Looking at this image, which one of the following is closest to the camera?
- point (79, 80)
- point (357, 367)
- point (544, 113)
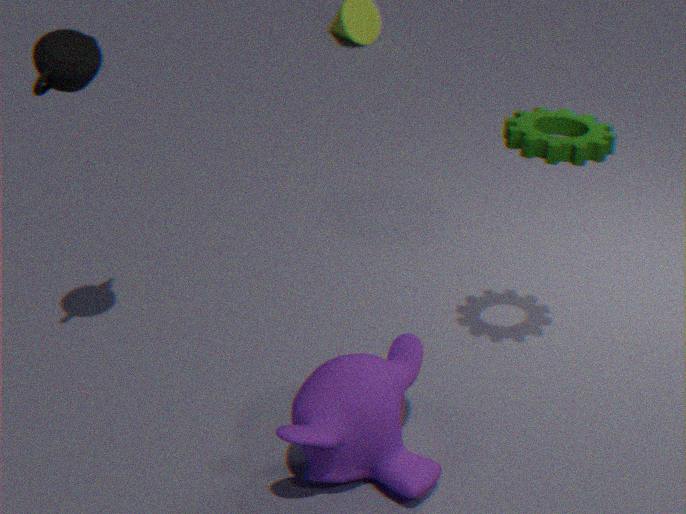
point (357, 367)
